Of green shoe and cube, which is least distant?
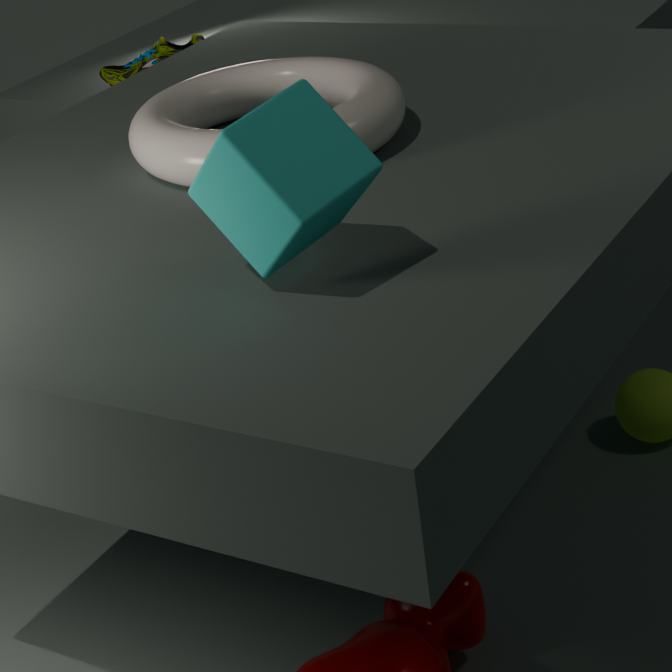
cube
